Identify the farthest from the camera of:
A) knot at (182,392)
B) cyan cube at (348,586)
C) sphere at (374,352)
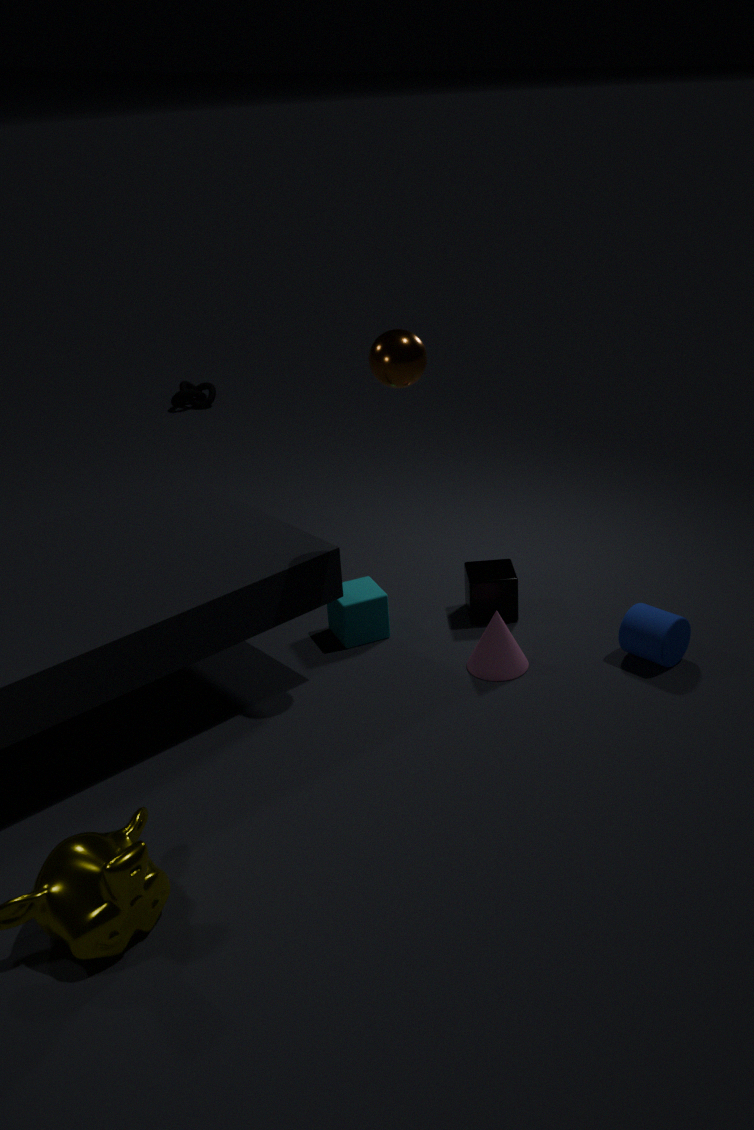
knot at (182,392)
